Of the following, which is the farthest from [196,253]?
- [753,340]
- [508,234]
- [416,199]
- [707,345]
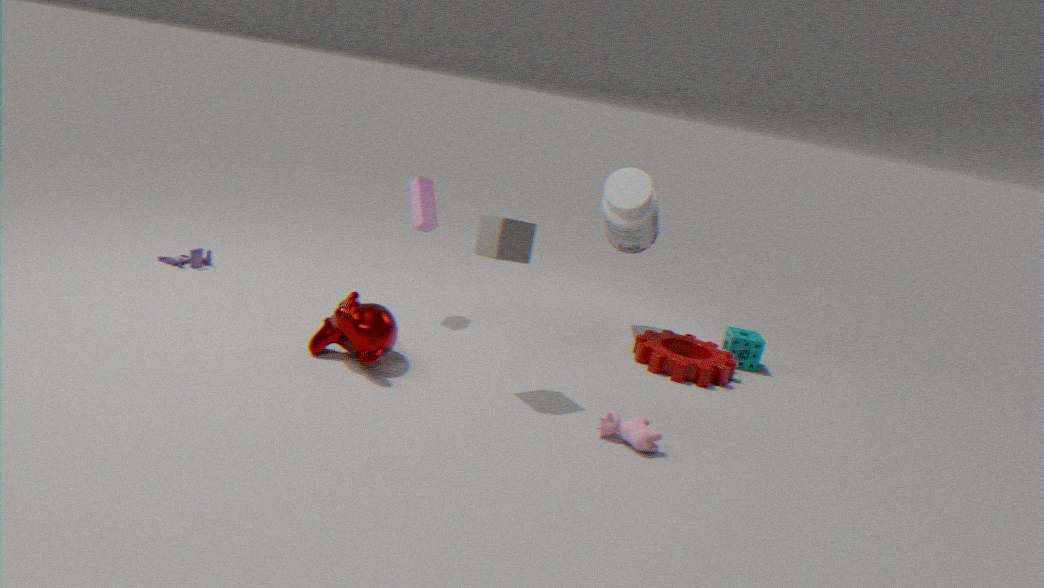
[753,340]
